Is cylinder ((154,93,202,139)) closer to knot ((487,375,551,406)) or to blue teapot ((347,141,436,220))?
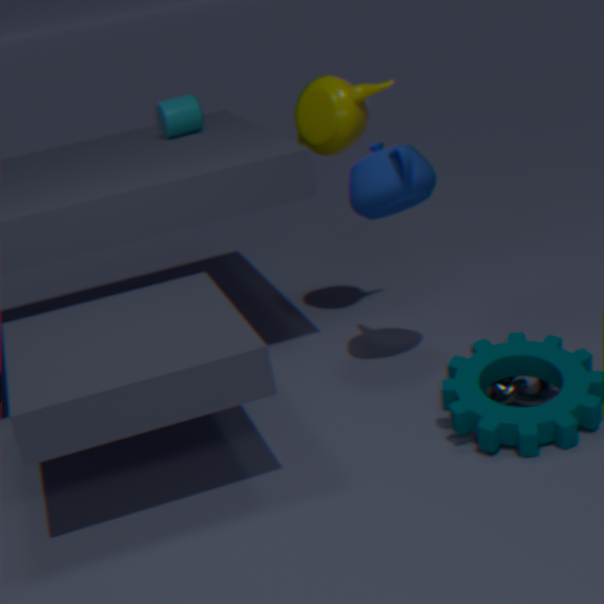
blue teapot ((347,141,436,220))
